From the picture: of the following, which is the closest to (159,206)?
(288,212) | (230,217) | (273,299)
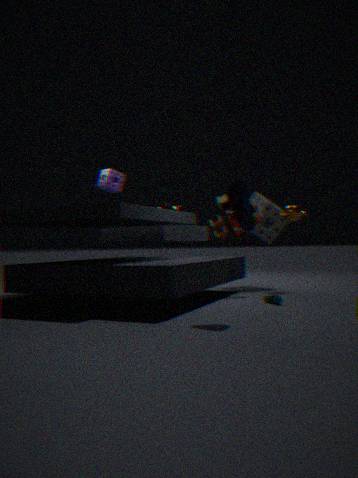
(230,217)
